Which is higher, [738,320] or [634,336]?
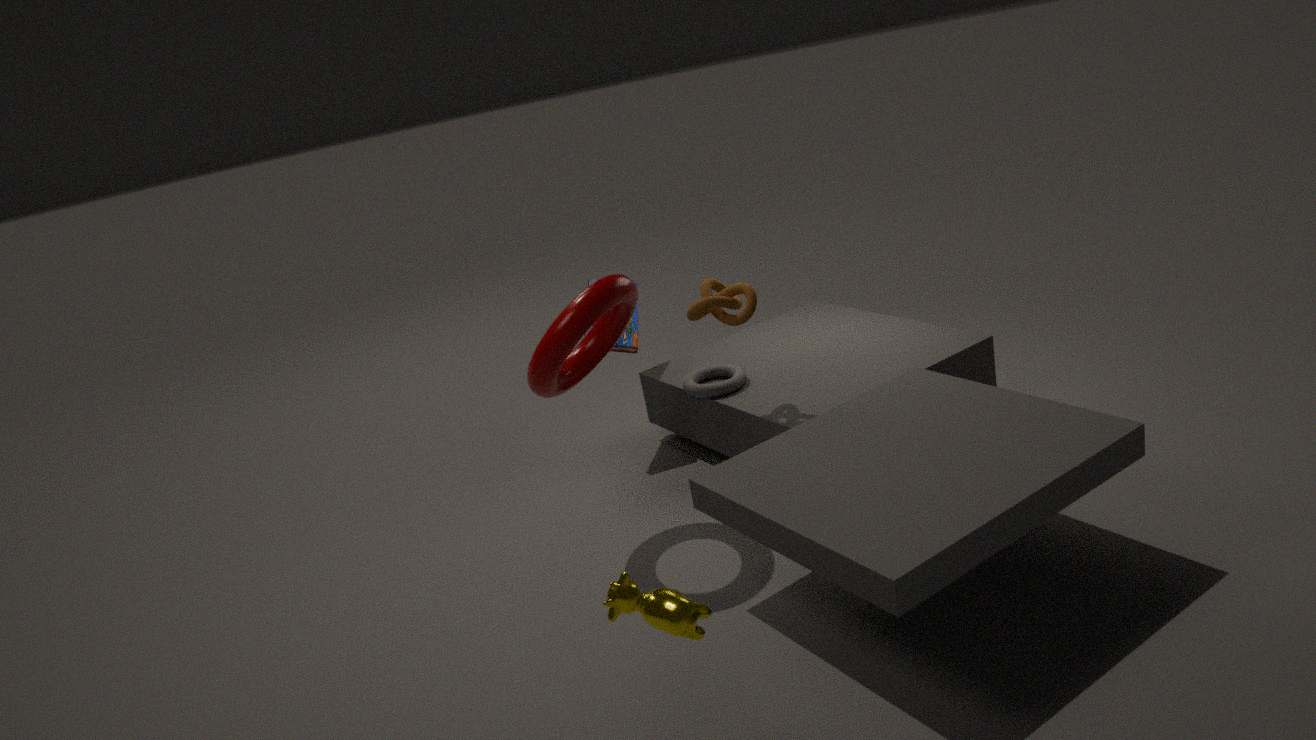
[738,320]
